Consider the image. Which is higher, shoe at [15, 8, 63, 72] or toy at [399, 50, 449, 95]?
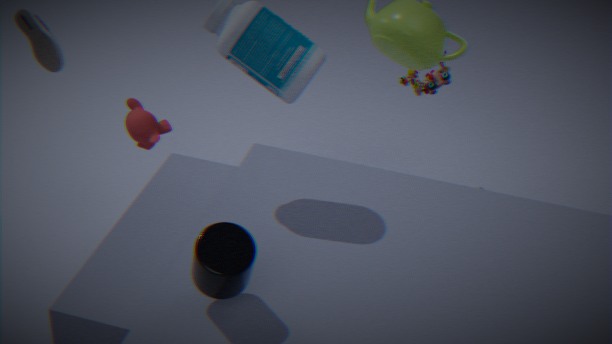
shoe at [15, 8, 63, 72]
